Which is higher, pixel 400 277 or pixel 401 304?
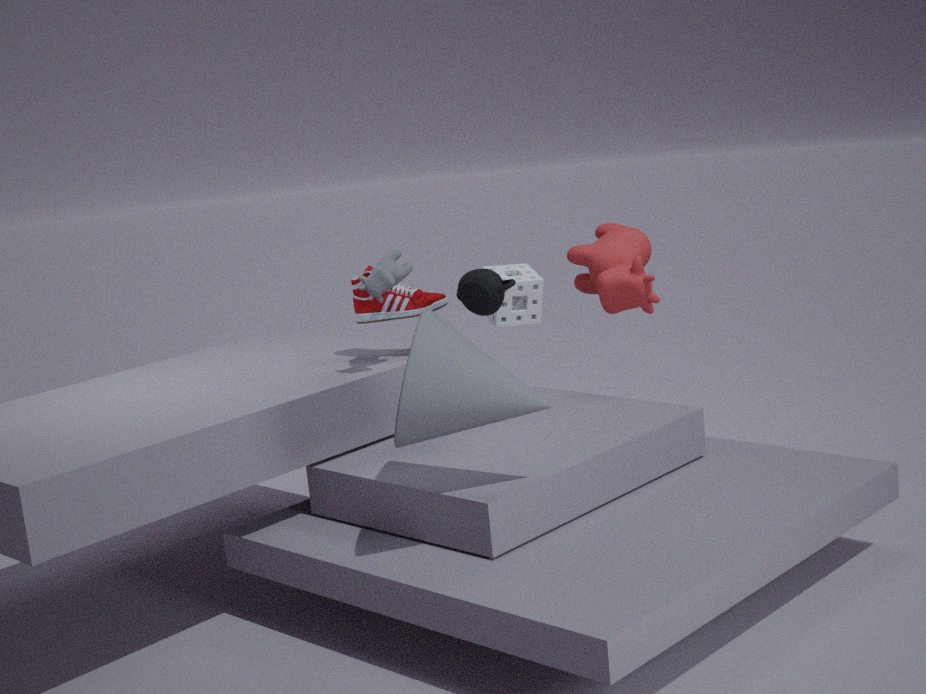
pixel 400 277
